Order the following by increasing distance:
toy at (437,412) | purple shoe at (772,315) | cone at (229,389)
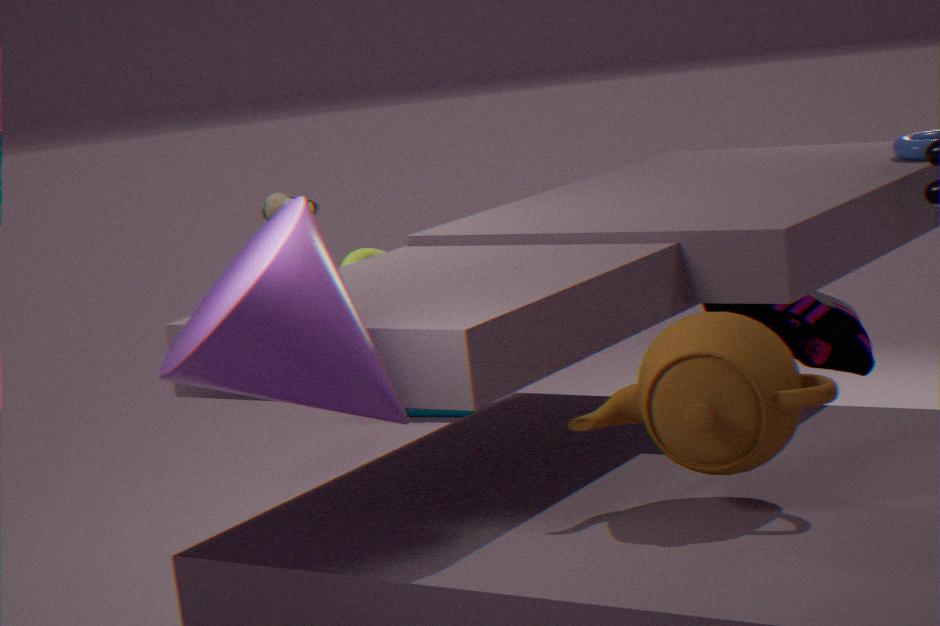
cone at (229,389) < purple shoe at (772,315) < toy at (437,412)
